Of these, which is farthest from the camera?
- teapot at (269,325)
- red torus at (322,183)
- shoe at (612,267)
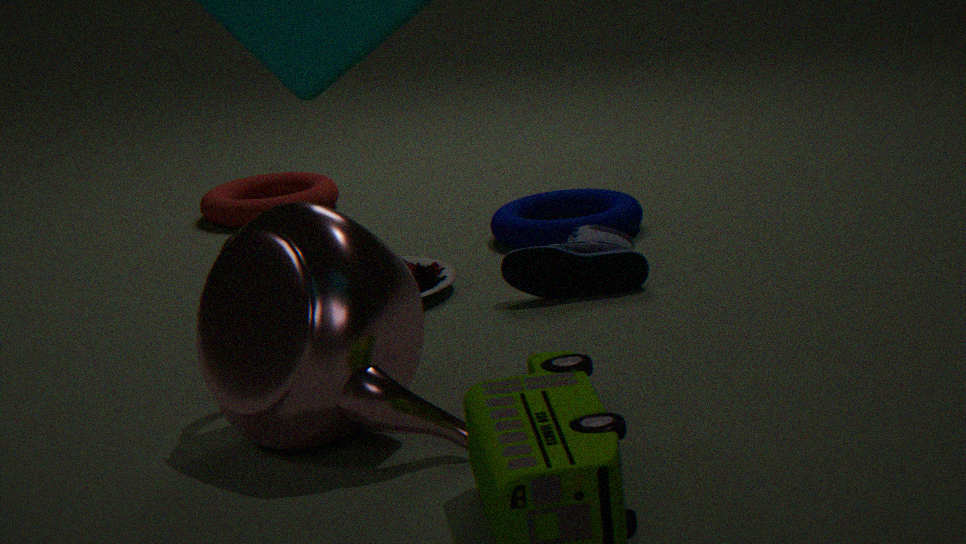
red torus at (322,183)
